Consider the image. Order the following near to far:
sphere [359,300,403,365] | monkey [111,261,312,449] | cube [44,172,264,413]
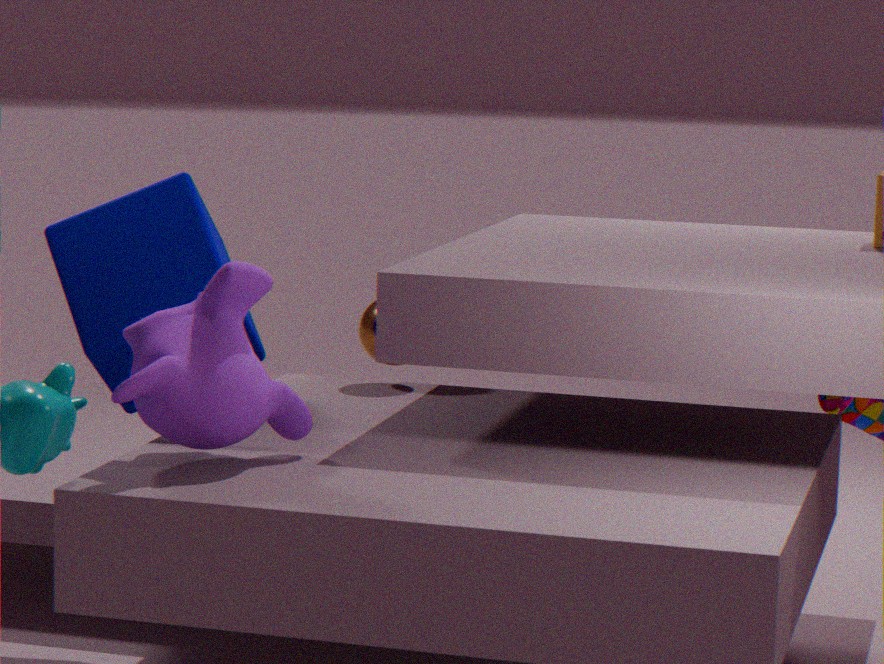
monkey [111,261,312,449]
cube [44,172,264,413]
sphere [359,300,403,365]
